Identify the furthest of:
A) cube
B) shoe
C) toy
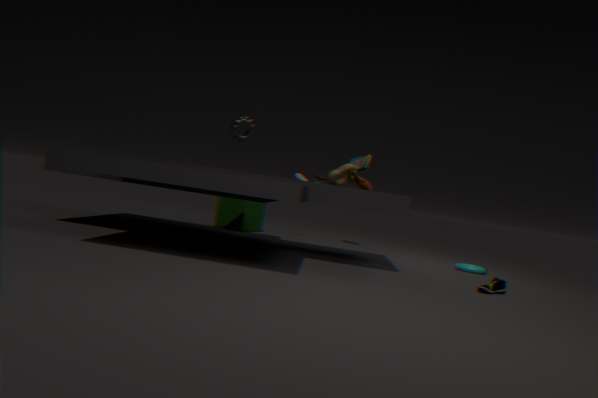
cube
